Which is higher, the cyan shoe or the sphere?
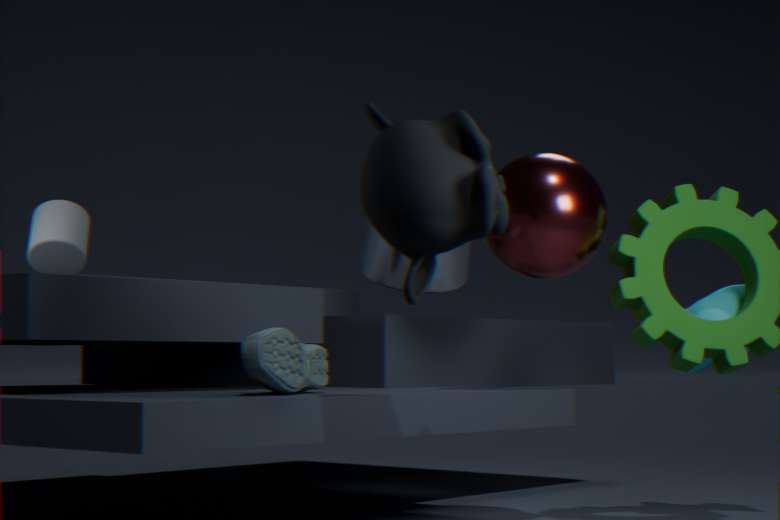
the sphere
